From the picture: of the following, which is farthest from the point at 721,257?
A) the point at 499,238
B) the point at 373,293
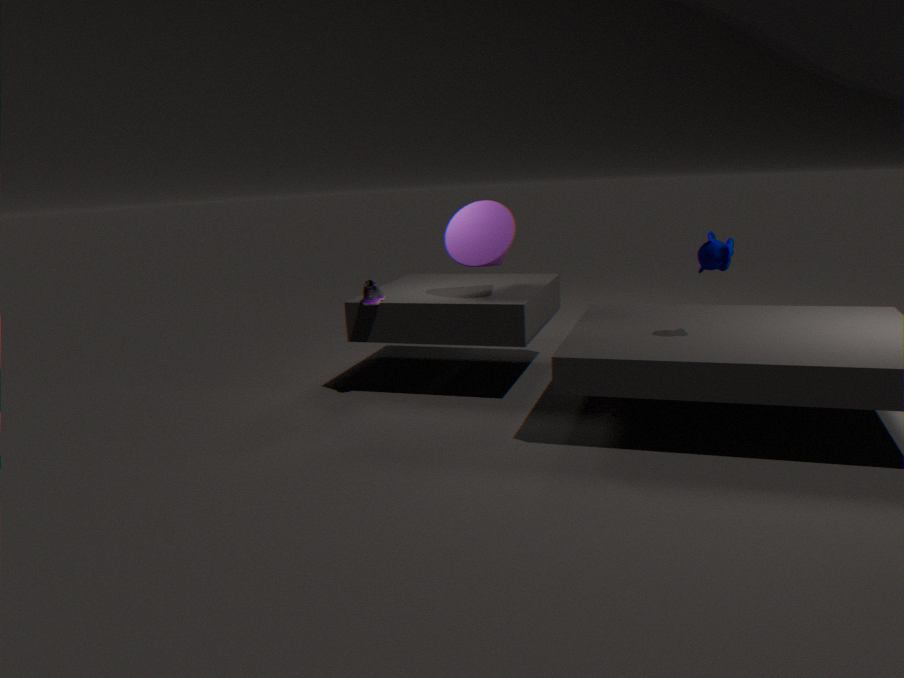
the point at 373,293
